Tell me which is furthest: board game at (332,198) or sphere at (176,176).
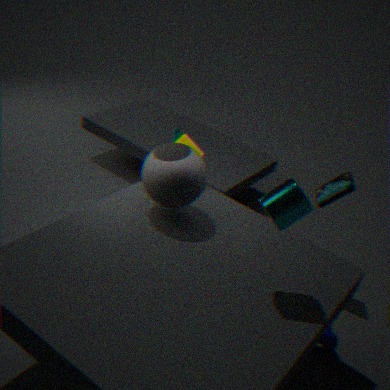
board game at (332,198)
